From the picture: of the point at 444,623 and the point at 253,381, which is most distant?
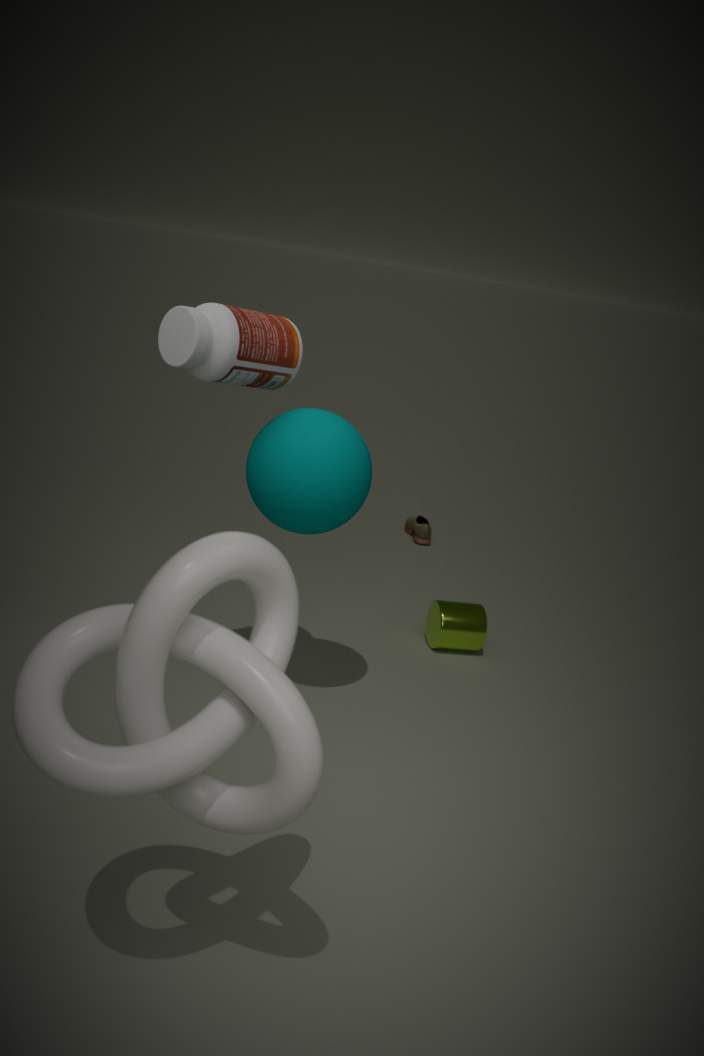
the point at 444,623
